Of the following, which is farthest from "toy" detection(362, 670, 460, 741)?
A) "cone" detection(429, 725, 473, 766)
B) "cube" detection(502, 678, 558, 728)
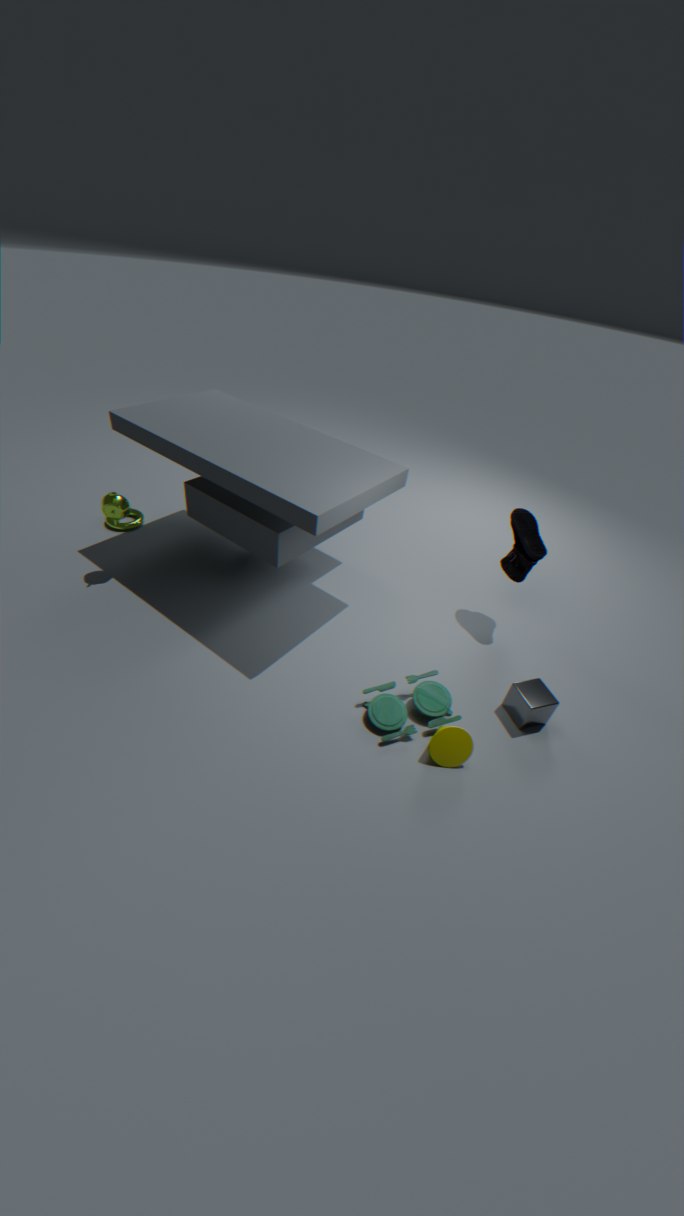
"cube" detection(502, 678, 558, 728)
